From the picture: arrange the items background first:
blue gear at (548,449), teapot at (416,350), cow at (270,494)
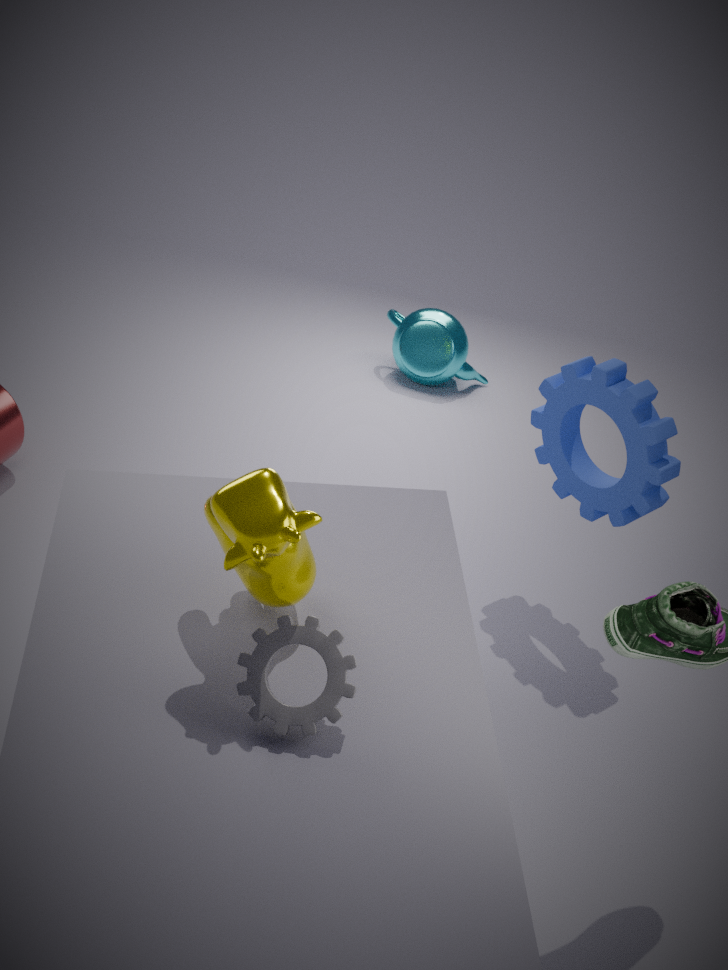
teapot at (416,350), blue gear at (548,449), cow at (270,494)
